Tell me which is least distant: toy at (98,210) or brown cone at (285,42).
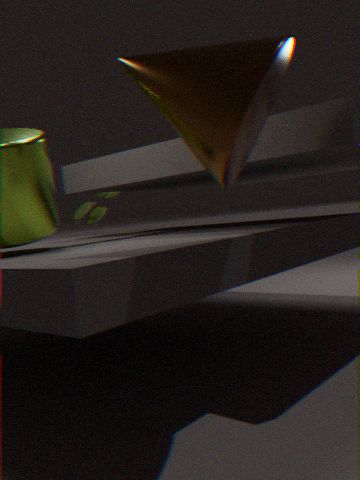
brown cone at (285,42)
